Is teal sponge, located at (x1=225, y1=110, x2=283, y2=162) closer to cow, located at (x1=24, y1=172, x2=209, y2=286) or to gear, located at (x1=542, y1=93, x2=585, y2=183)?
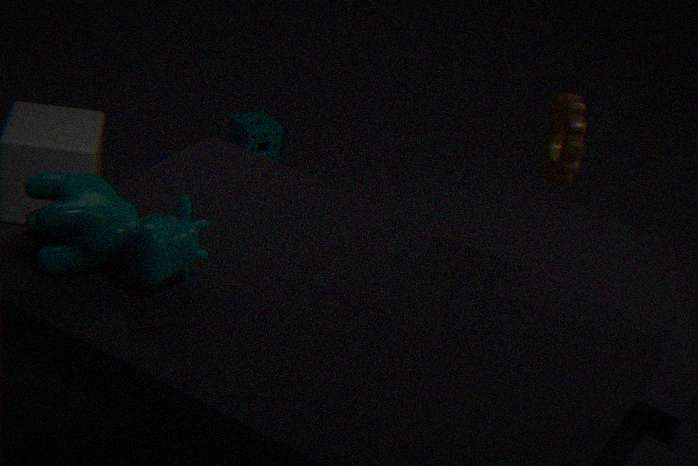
gear, located at (x1=542, y1=93, x2=585, y2=183)
